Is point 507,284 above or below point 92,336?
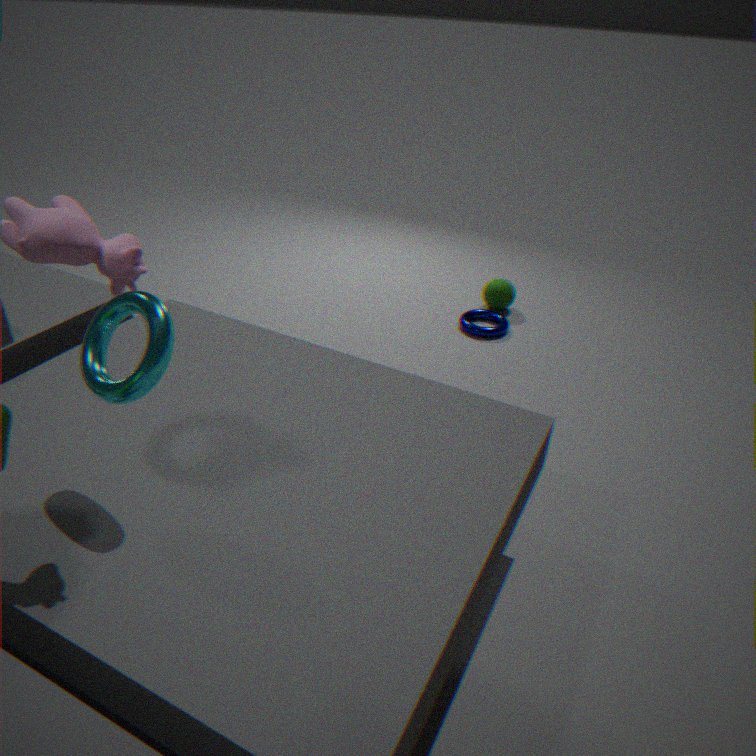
below
